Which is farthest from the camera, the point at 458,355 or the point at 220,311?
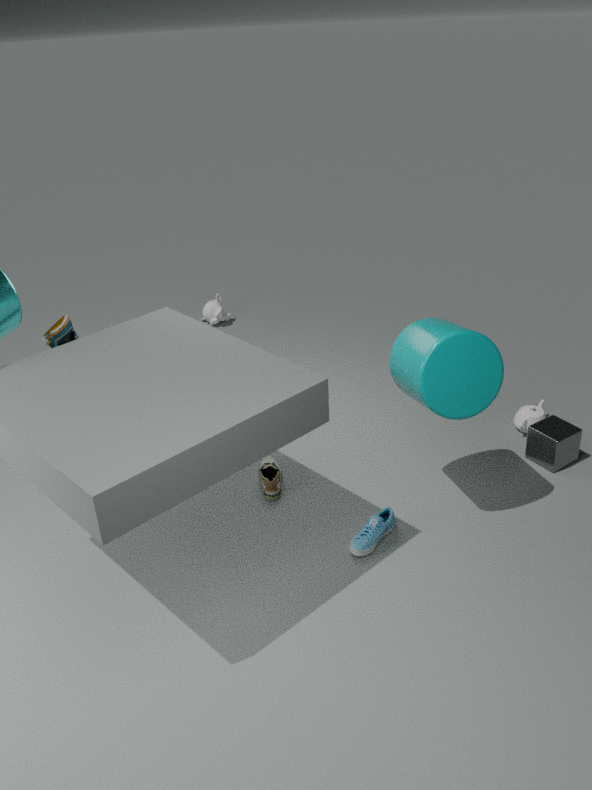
the point at 220,311
